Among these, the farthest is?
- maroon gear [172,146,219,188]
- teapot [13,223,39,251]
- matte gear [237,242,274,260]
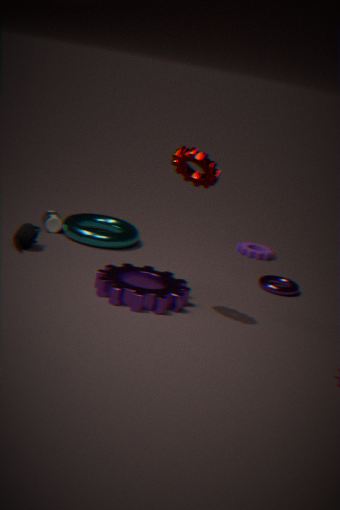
matte gear [237,242,274,260]
